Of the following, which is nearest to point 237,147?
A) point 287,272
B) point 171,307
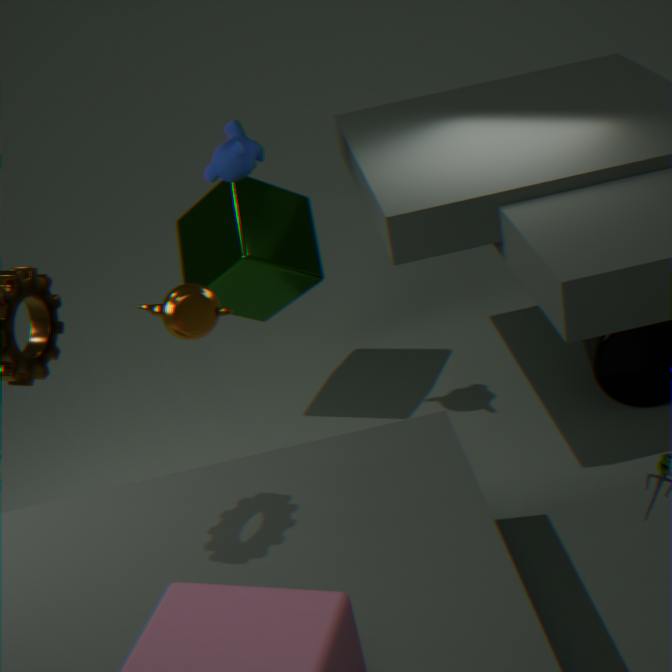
point 287,272
